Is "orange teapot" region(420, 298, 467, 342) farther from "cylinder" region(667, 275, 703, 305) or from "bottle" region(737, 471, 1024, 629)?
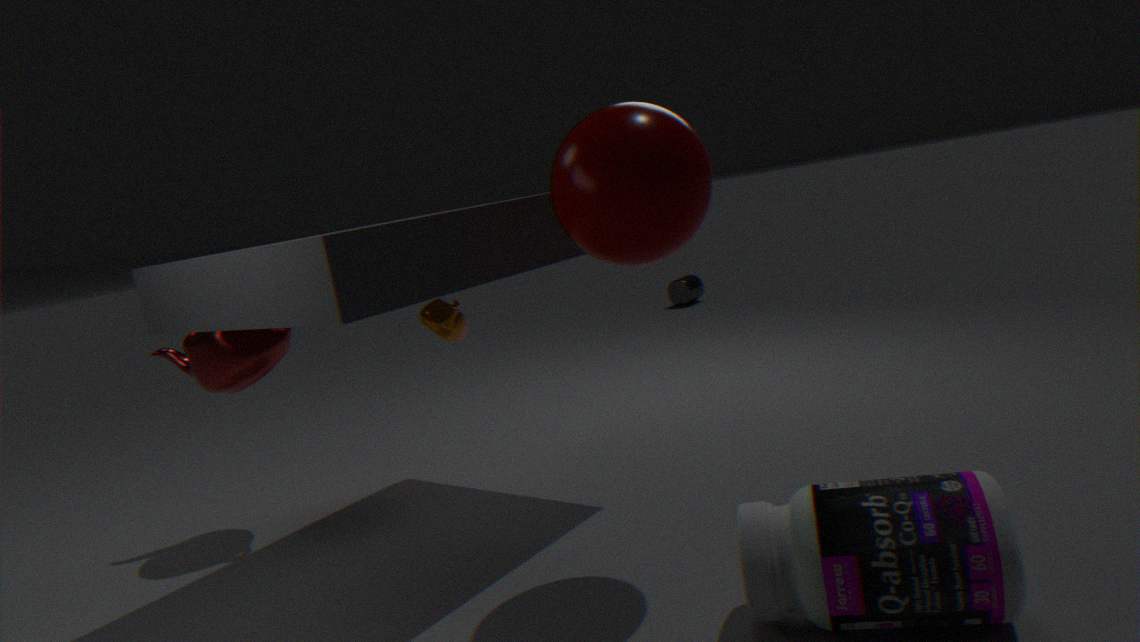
"cylinder" region(667, 275, 703, 305)
